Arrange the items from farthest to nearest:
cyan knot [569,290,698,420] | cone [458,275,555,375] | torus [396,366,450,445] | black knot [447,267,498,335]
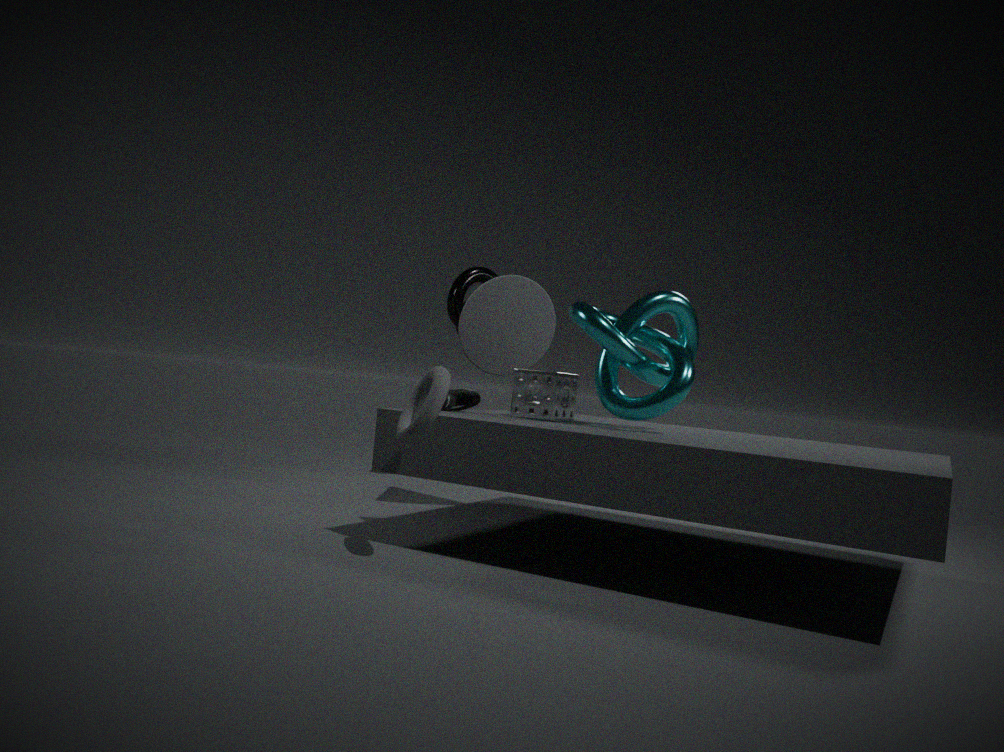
1. black knot [447,267,498,335]
2. cone [458,275,555,375]
3. cyan knot [569,290,698,420]
4. torus [396,366,450,445]
